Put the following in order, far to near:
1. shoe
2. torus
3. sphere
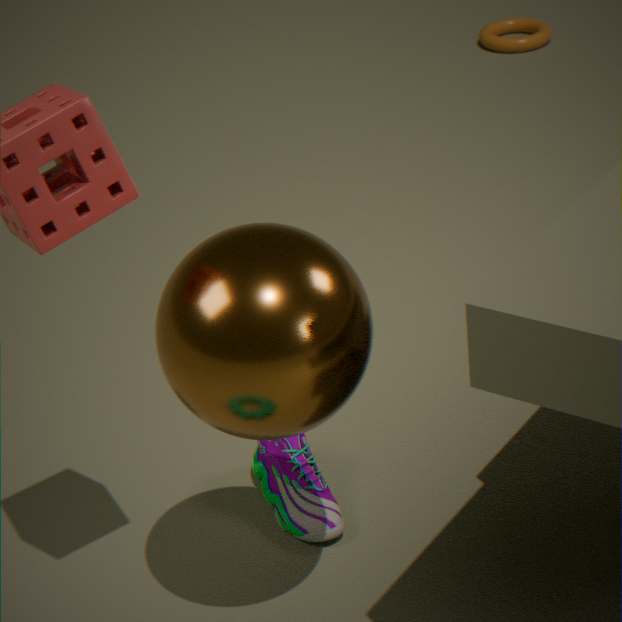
1. torus
2. shoe
3. sphere
